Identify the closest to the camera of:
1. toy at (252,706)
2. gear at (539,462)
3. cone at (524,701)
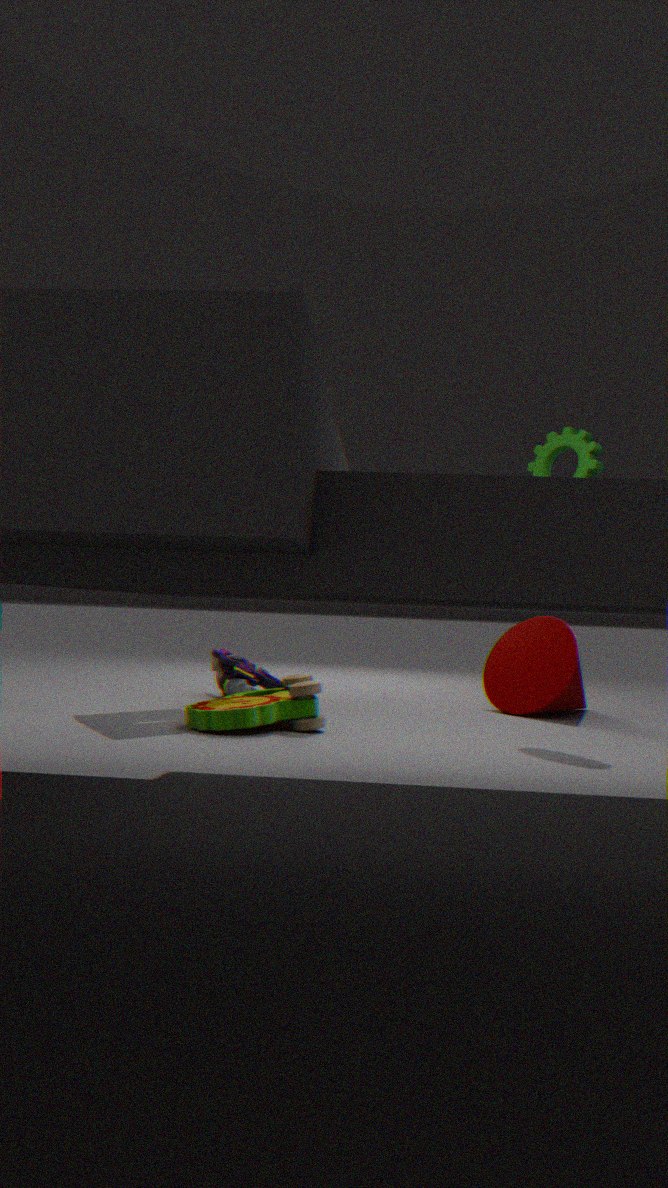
toy at (252,706)
